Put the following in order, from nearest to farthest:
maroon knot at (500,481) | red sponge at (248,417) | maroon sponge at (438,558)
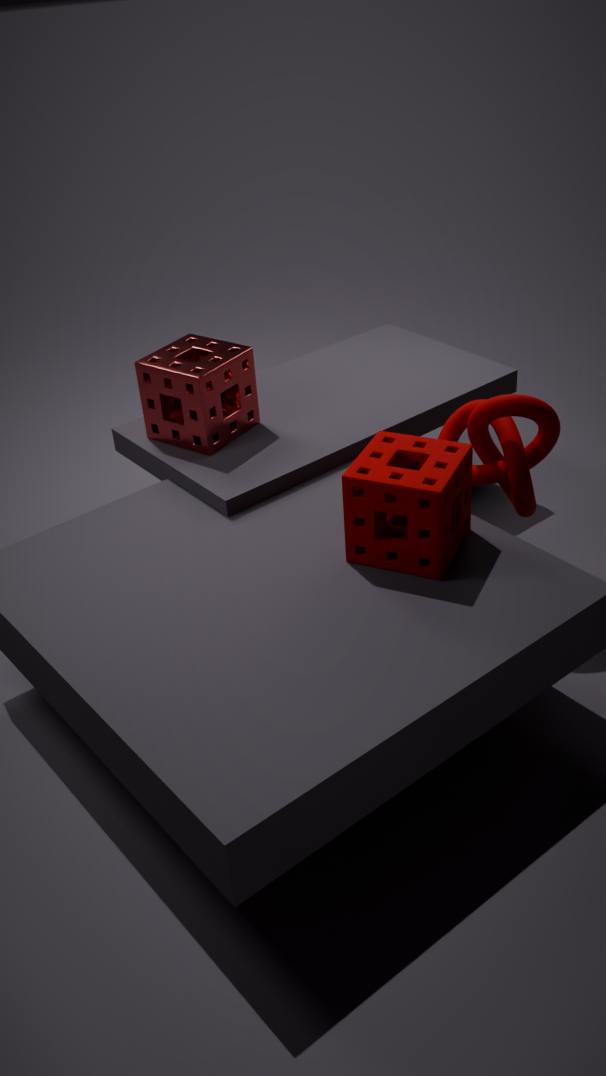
maroon sponge at (438,558) < maroon knot at (500,481) < red sponge at (248,417)
